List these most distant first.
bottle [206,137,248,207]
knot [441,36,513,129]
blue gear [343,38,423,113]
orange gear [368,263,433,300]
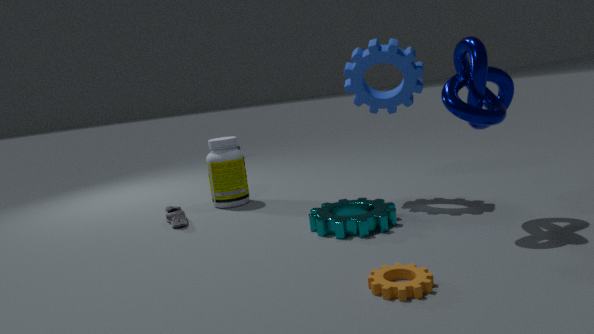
bottle [206,137,248,207] → blue gear [343,38,423,113] → knot [441,36,513,129] → orange gear [368,263,433,300]
